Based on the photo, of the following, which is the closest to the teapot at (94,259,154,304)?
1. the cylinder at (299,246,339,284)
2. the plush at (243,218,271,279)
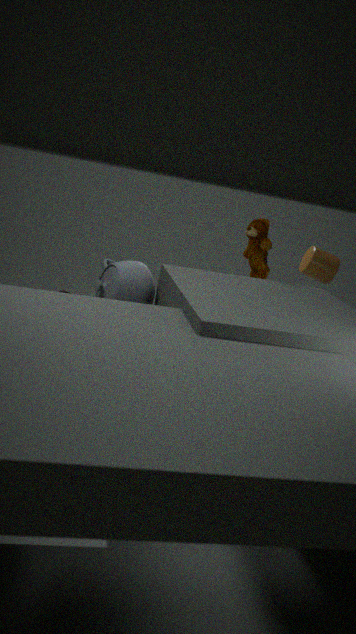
the plush at (243,218,271,279)
